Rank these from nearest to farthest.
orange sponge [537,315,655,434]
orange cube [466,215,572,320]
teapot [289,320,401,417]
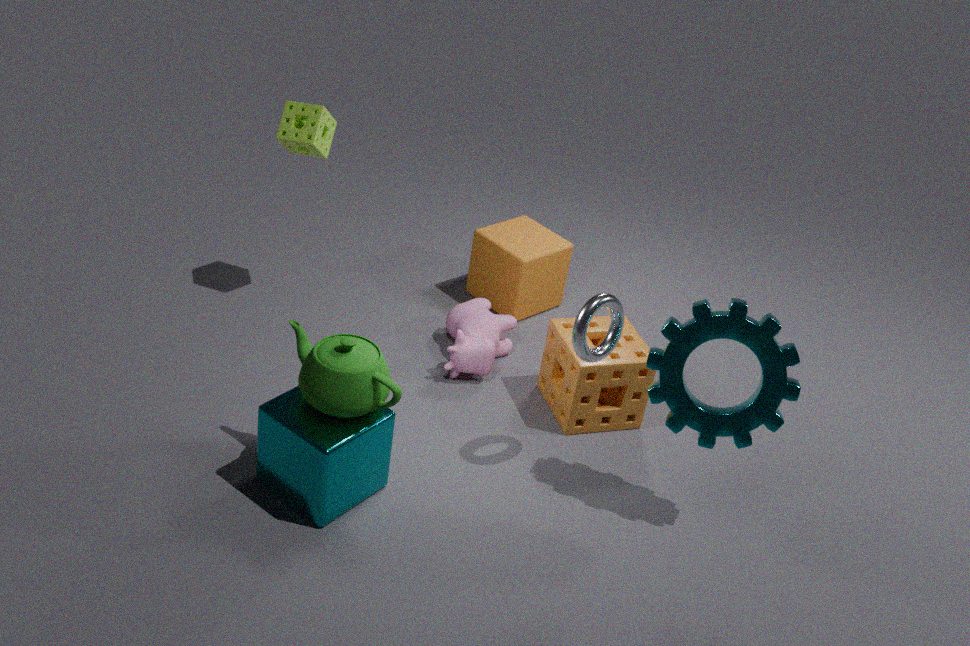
teapot [289,320,401,417] → orange sponge [537,315,655,434] → orange cube [466,215,572,320]
